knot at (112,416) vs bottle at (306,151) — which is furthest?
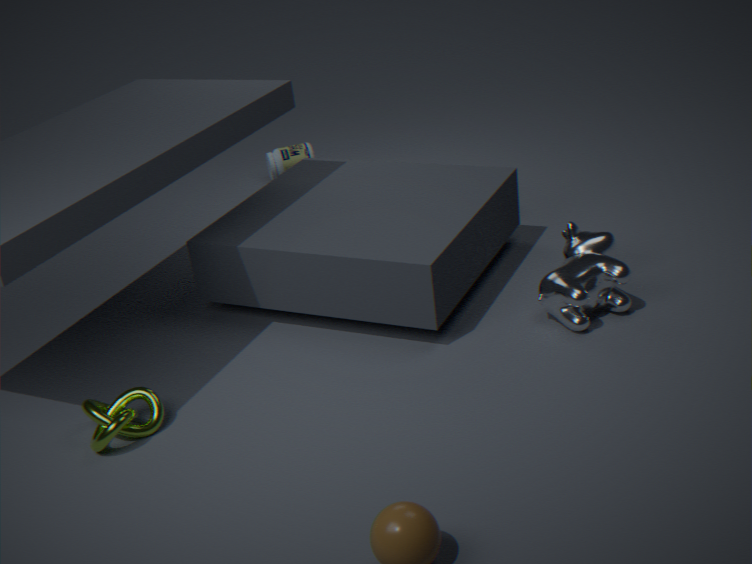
bottle at (306,151)
